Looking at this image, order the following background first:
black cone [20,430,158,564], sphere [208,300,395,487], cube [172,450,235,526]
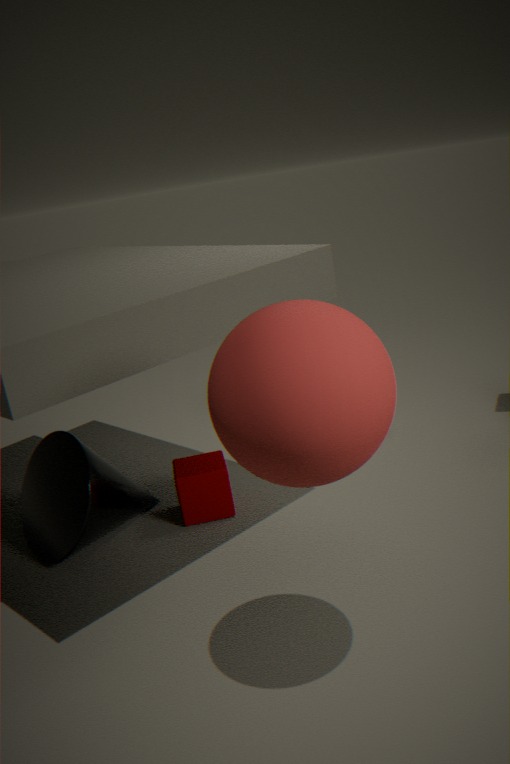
cube [172,450,235,526] → black cone [20,430,158,564] → sphere [208,300,395,487]
